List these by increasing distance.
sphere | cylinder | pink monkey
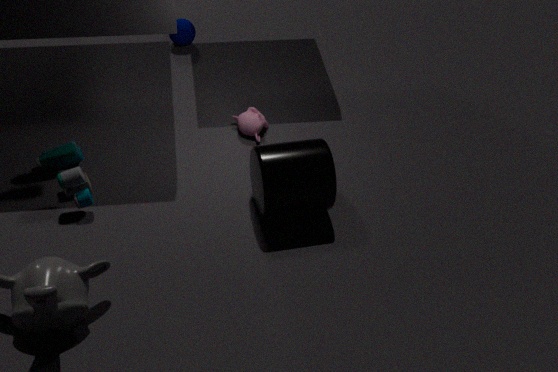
cylinder → pink monkey → sphere
